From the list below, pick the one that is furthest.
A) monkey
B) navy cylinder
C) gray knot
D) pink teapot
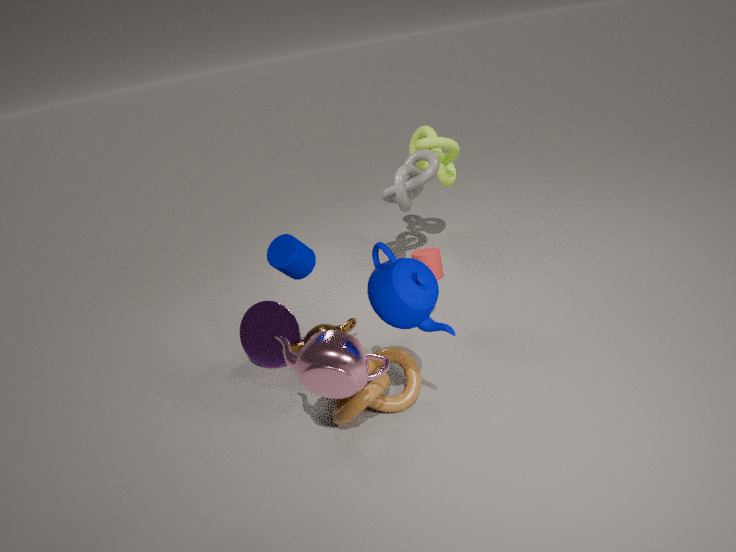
gray knot
